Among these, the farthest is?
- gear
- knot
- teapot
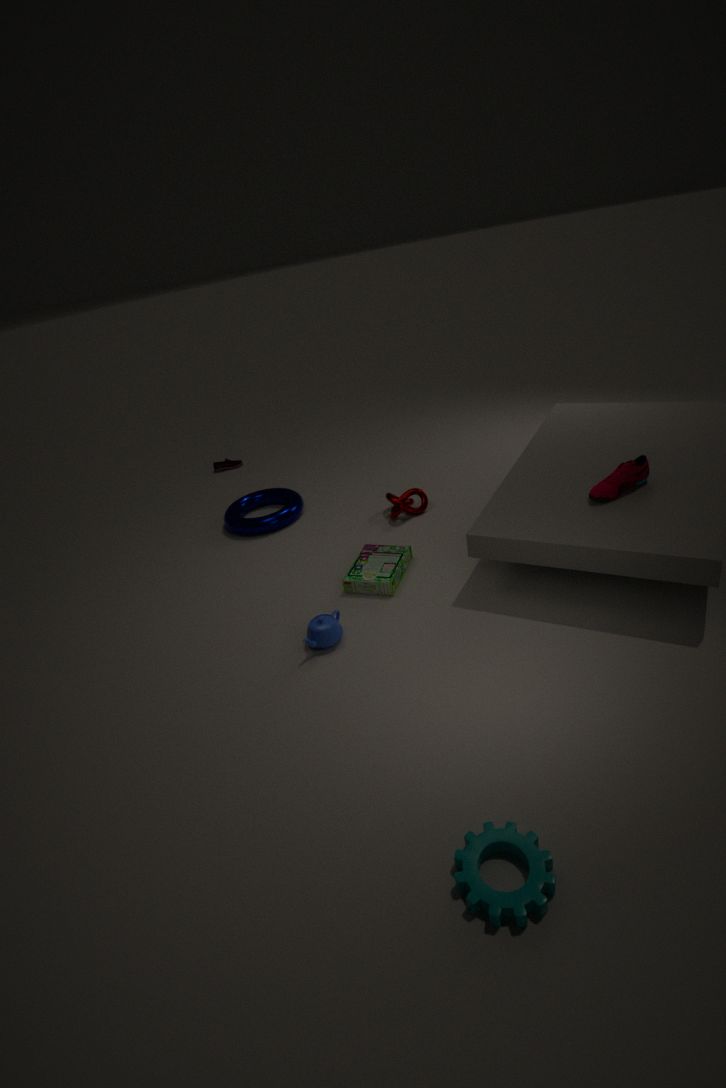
knot
